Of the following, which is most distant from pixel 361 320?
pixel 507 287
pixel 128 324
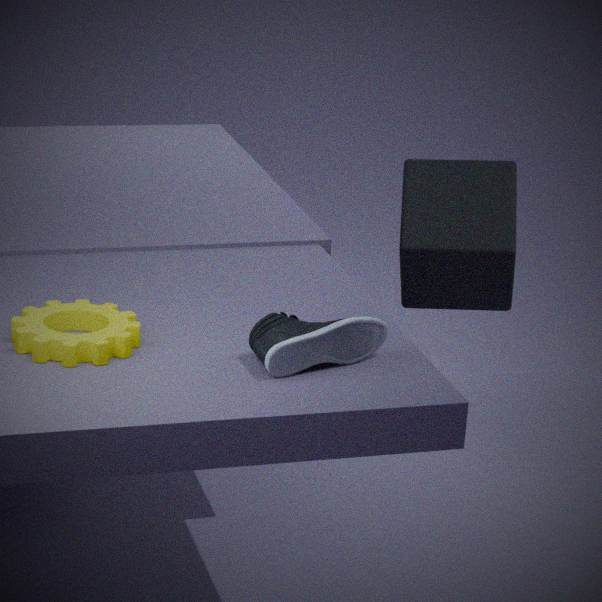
pixel 507 287
